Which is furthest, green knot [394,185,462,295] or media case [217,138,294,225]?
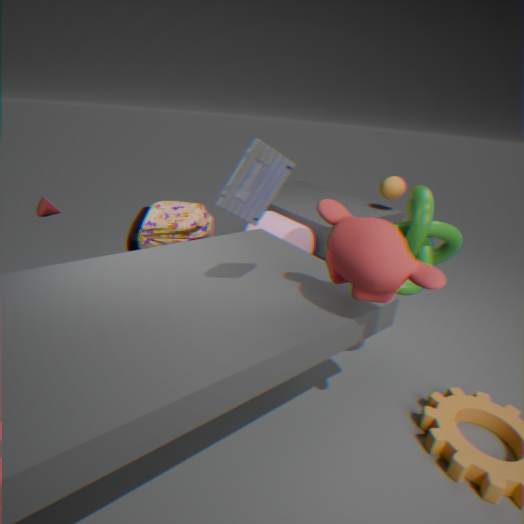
green knot [394,185,462,295]
